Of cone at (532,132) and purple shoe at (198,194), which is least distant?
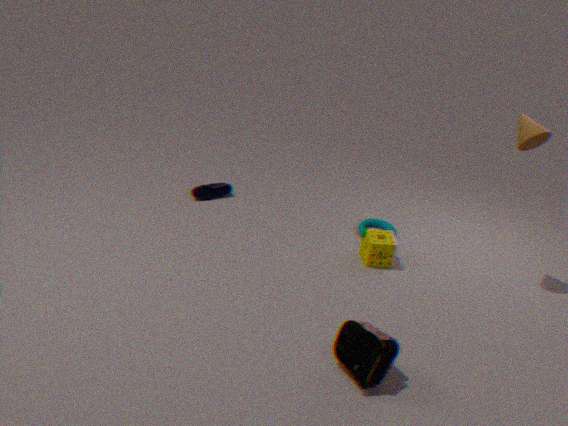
cone at (532,132)
